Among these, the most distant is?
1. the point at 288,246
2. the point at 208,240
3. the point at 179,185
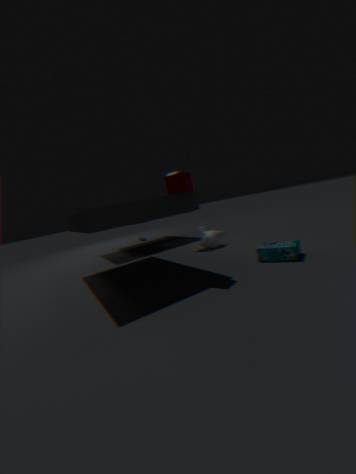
the point at 208,240
